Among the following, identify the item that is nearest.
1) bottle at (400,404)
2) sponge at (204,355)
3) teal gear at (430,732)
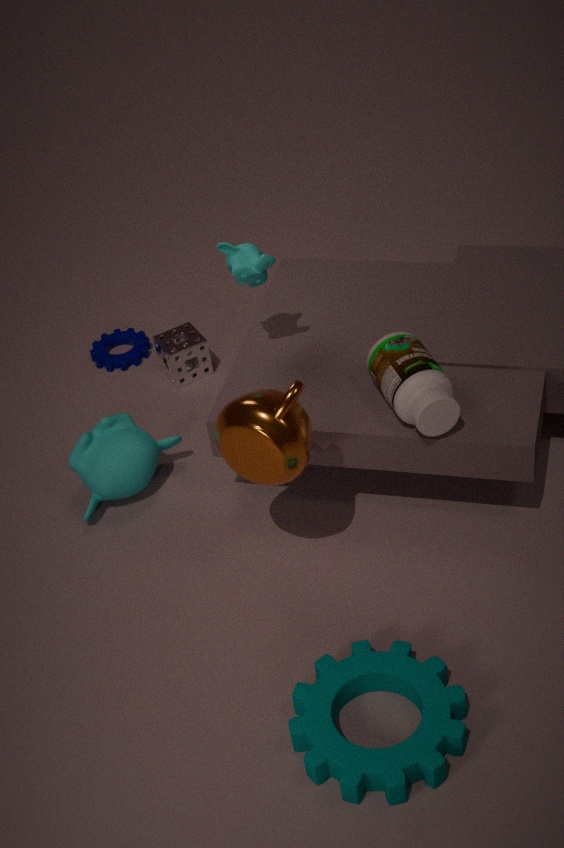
3. teal gear at (430,732)
